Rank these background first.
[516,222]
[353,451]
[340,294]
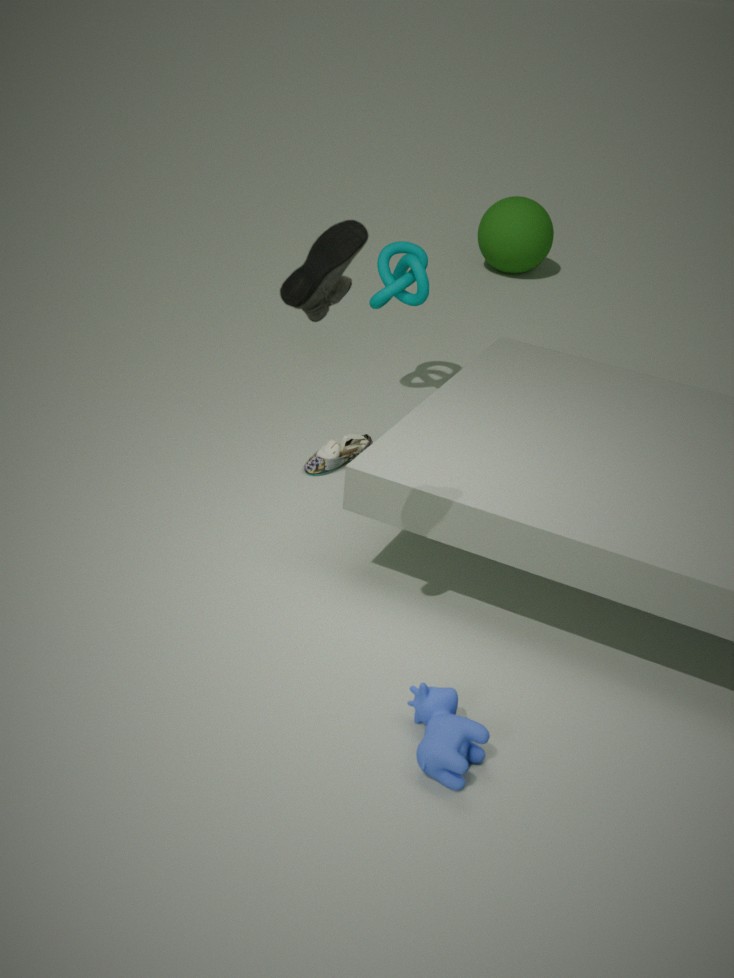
[516,222], [353,451], [340,294]
